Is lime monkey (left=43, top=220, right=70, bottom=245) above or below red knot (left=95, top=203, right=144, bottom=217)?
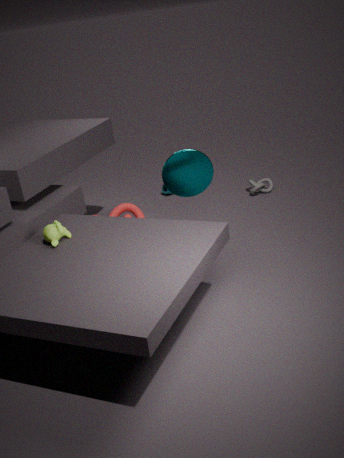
above
